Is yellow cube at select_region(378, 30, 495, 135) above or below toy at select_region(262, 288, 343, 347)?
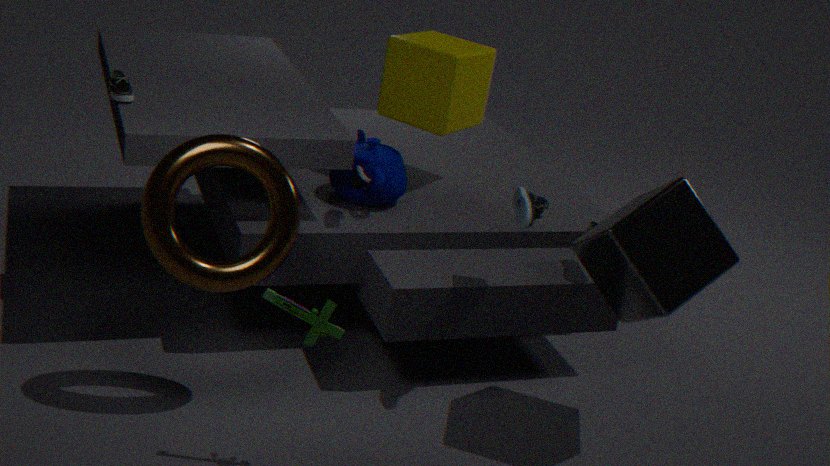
above
